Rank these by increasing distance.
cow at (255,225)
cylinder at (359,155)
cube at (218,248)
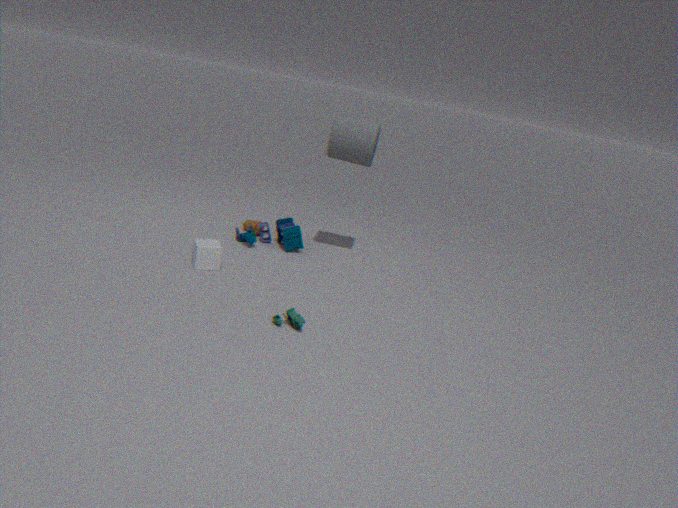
cube at (218,248), cylinder at (359,155), cow at (255,225)
